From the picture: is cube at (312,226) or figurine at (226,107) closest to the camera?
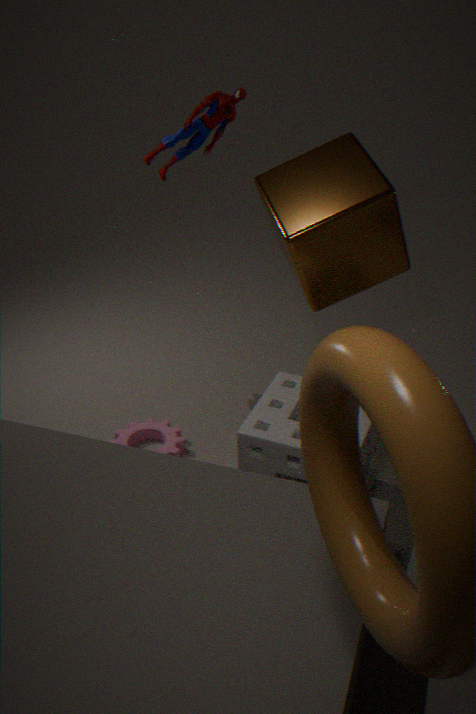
cube at (312,226)
